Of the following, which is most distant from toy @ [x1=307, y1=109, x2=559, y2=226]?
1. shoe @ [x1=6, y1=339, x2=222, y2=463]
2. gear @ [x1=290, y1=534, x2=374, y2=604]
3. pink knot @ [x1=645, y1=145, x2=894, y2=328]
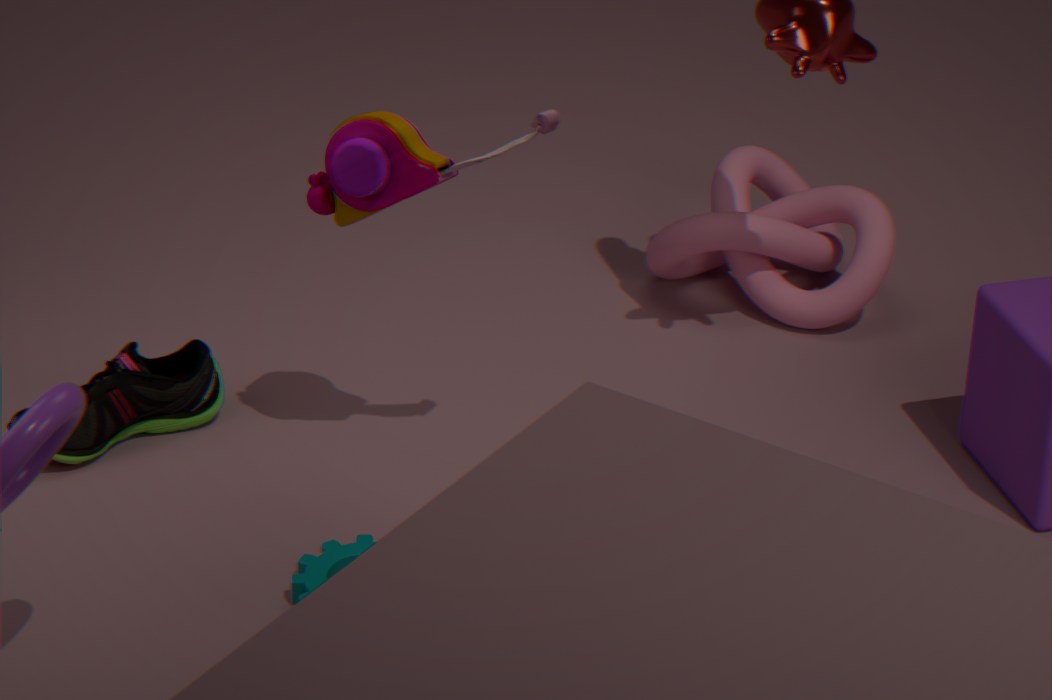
pink knot @ [x1=645, y1=145, x2=894, y2=328]
